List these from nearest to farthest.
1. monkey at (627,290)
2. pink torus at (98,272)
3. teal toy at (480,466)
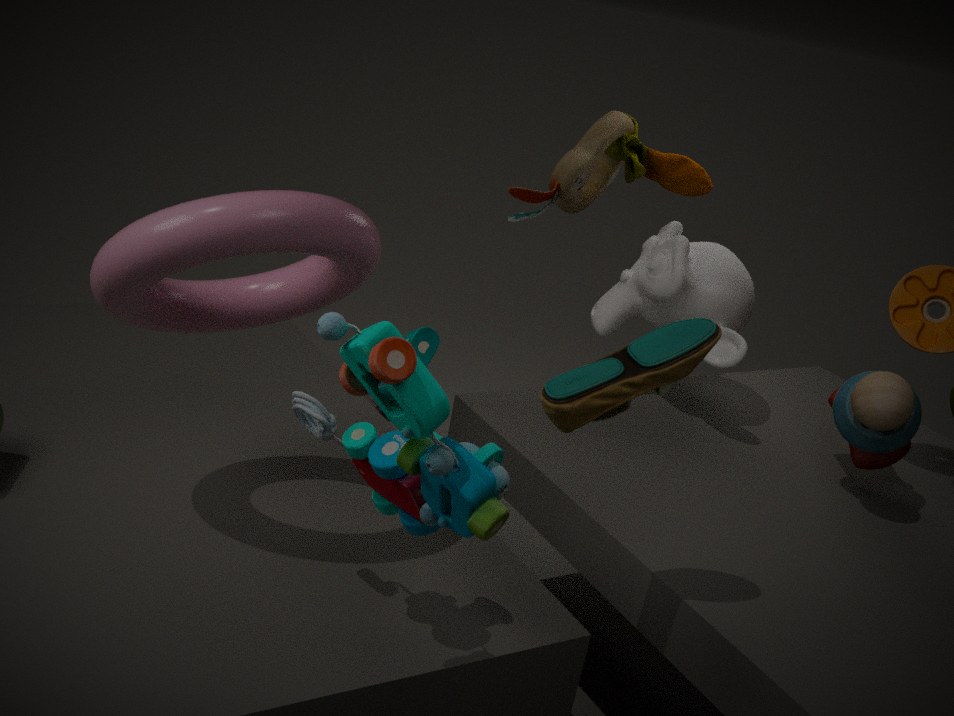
teal toy at (480,466)
pink torus at (98,272)
monkey at (627,290)
